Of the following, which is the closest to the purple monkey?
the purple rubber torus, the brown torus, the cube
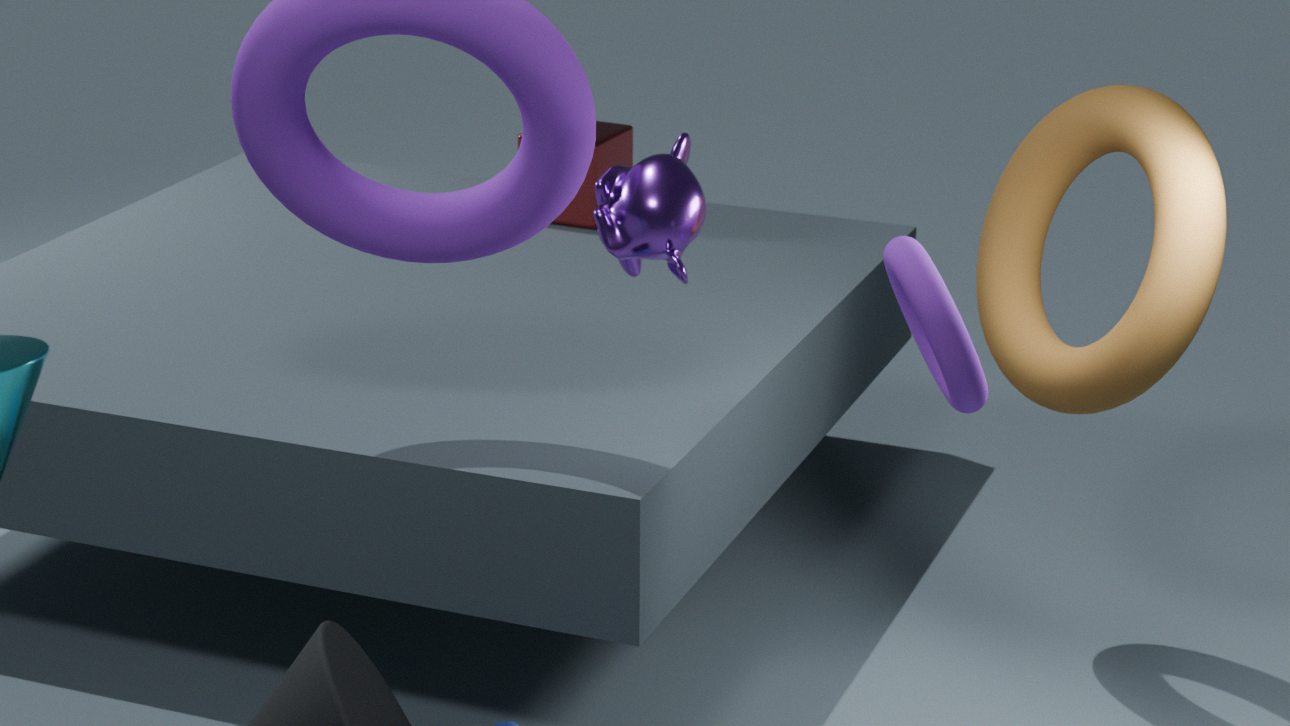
the purple rubber torus
